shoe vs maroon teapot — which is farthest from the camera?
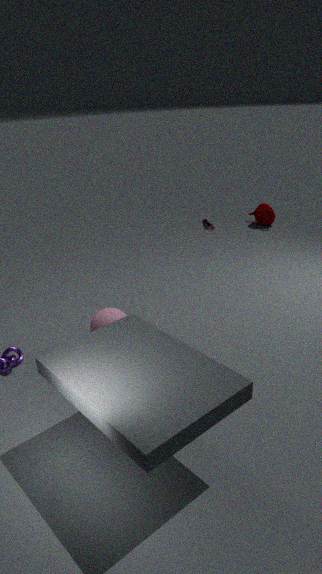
maroon teapot
